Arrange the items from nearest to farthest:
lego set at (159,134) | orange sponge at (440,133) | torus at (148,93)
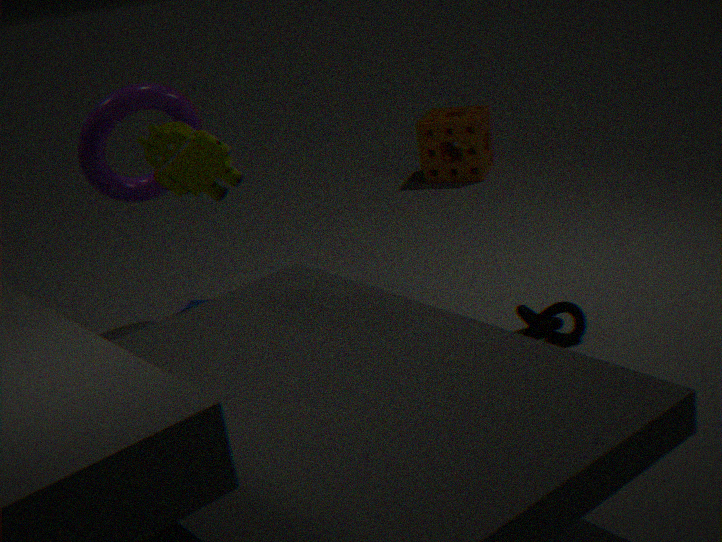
lego set at (159,134)
torus at (148,93)
orange sponge at (440,133)
